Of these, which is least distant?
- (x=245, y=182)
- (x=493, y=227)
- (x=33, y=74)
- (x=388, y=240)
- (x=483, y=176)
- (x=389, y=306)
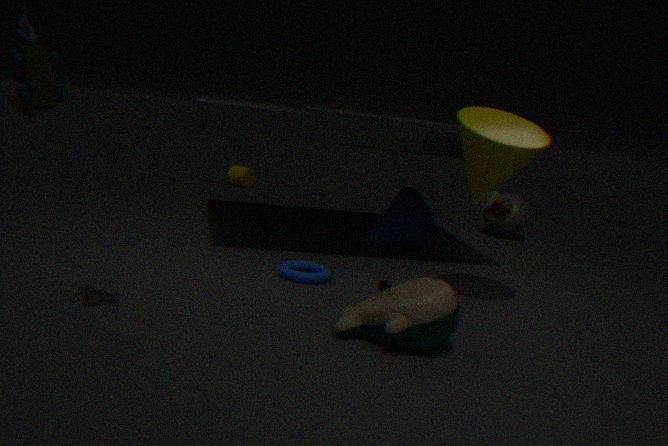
(x=33, y=74)
